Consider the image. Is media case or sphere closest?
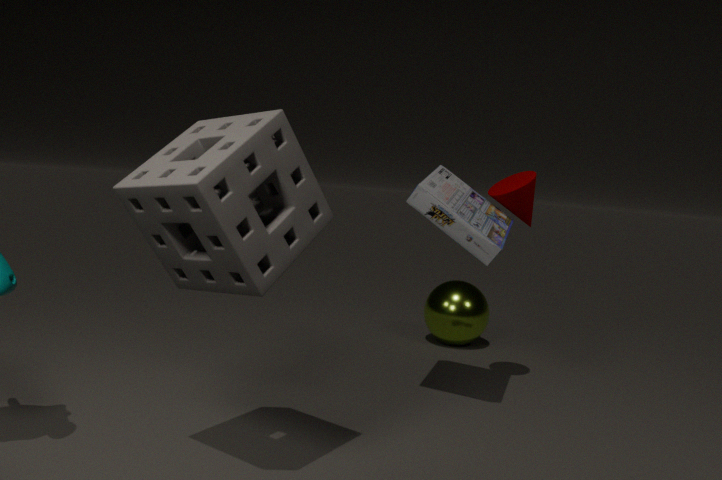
media case
